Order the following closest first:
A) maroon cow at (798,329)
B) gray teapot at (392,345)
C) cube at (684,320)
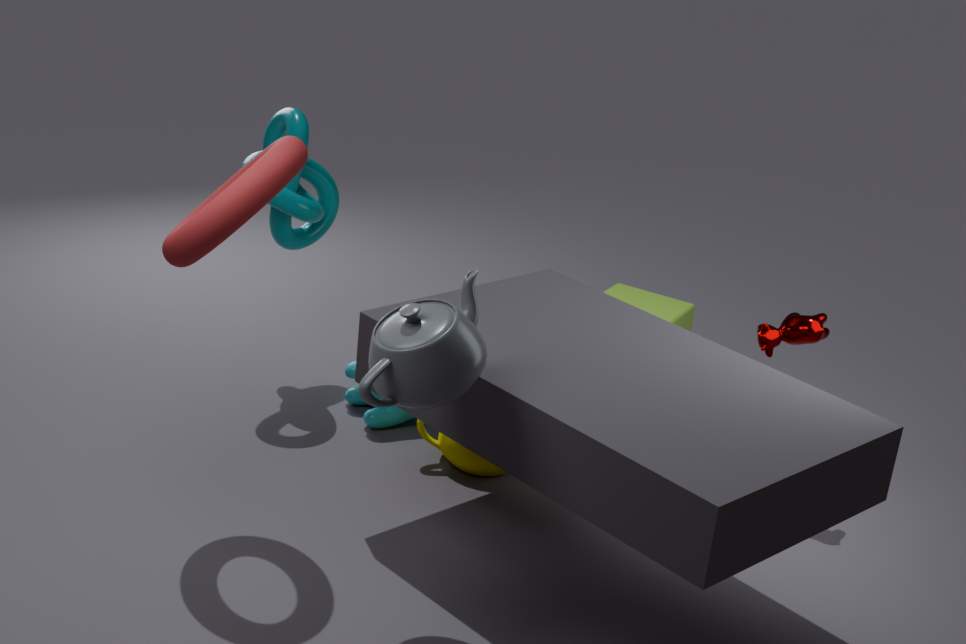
gray teapot at (392,345) < maroon cow at (798,329) < cube at (684,320)
